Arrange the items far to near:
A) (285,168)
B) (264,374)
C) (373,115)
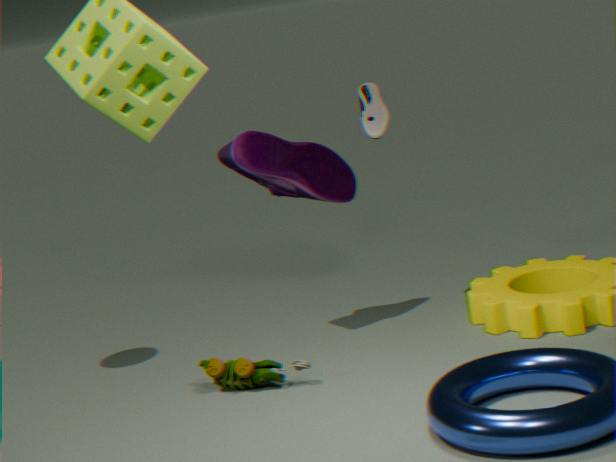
(285,168)
(373,115)
(264,374)
